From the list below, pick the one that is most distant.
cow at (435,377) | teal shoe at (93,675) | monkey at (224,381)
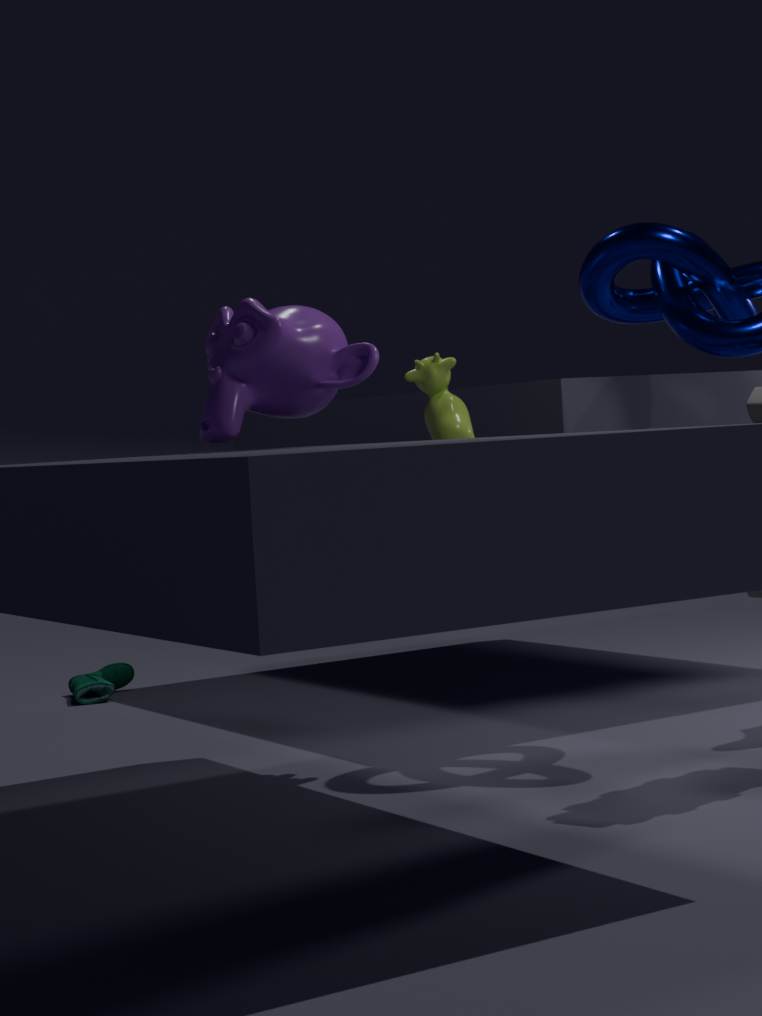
teal shoe at (93,675)
